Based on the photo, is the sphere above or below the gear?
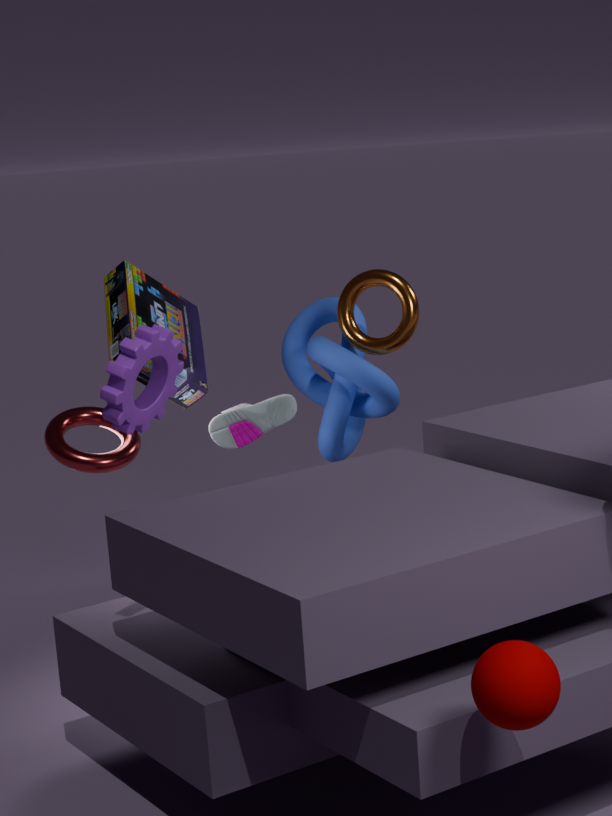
below
